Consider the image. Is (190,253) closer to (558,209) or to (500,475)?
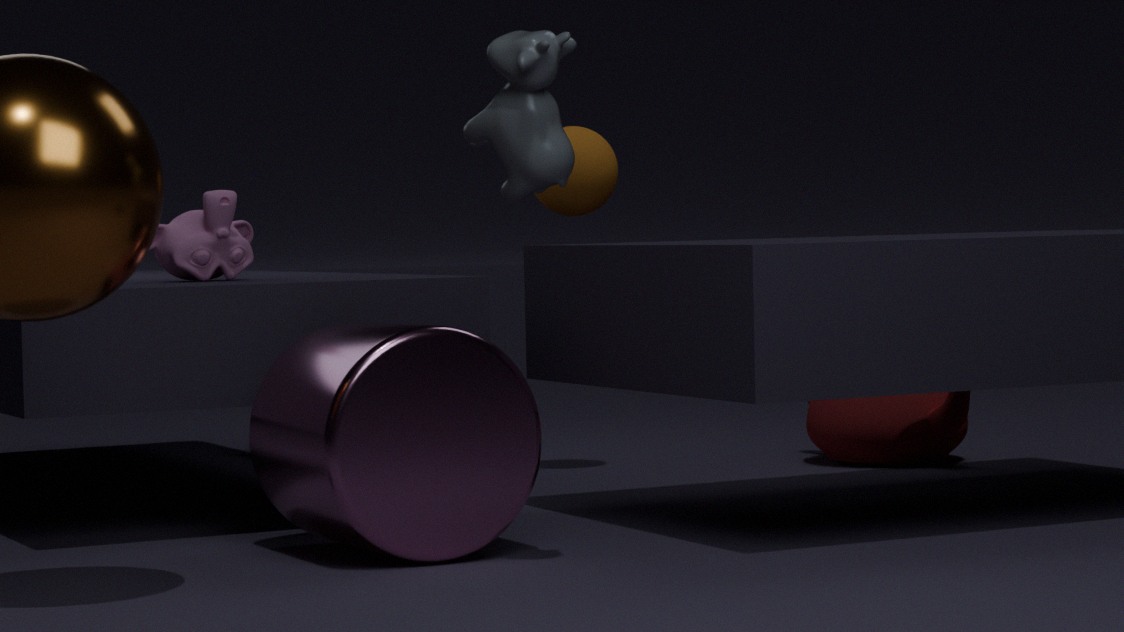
(500,475)
